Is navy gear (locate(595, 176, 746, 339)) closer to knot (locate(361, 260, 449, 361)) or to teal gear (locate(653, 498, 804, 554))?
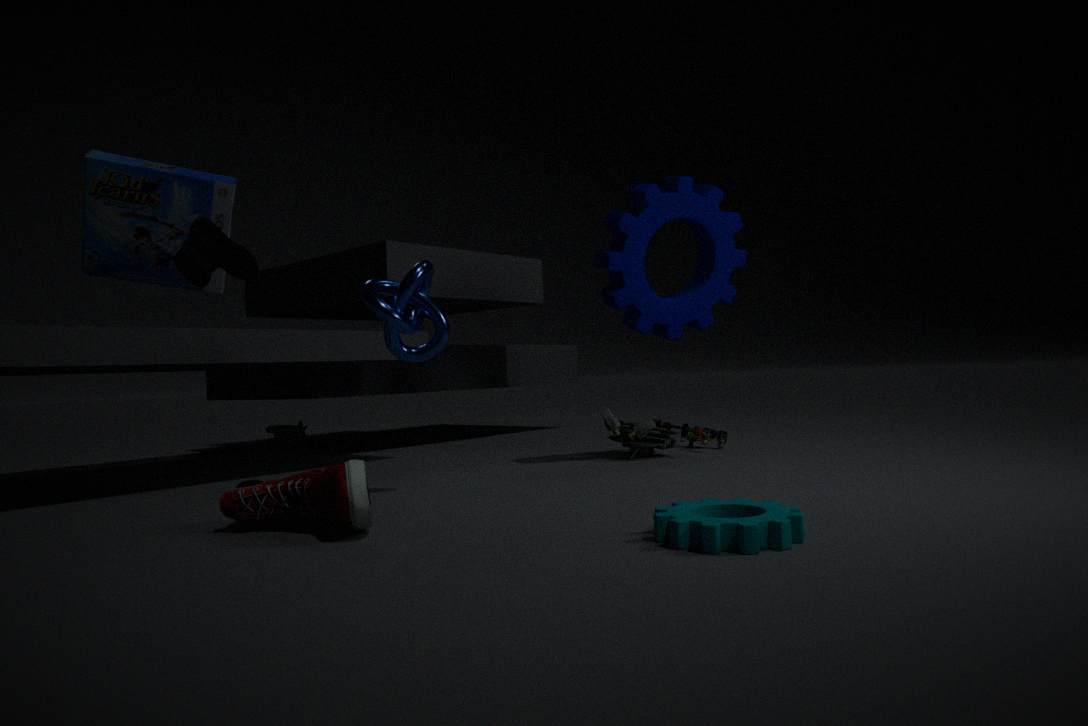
knot (locate(361, 260, 449, 361))
